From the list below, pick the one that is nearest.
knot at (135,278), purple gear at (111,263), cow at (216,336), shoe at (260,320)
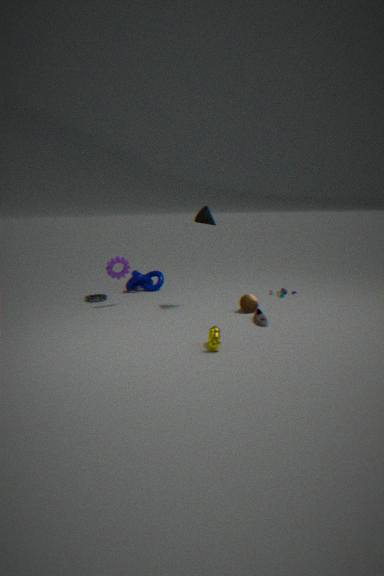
cow at (216,336)
